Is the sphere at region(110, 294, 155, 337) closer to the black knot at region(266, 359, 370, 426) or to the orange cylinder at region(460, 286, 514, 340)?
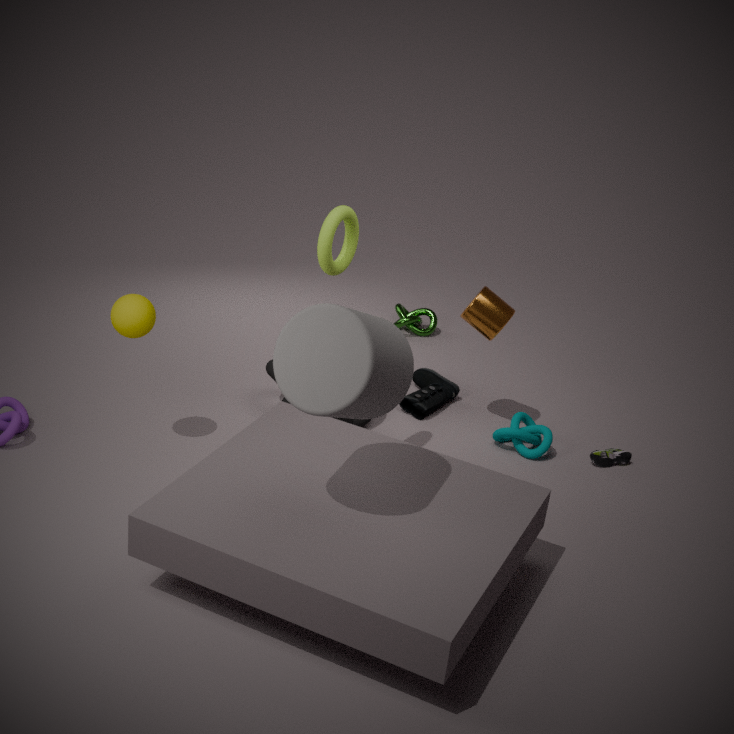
the black knot at region(266, 359, 370, 426)
